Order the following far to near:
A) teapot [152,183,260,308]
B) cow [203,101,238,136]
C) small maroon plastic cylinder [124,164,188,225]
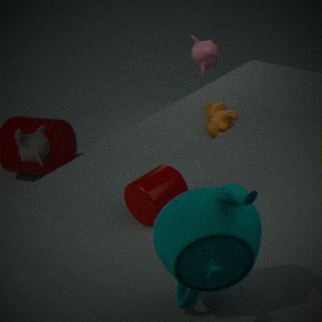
cow [203,101,238,136], small maroon plastic cylinder [124,164,188,225], teapot [152,183,260,308]
